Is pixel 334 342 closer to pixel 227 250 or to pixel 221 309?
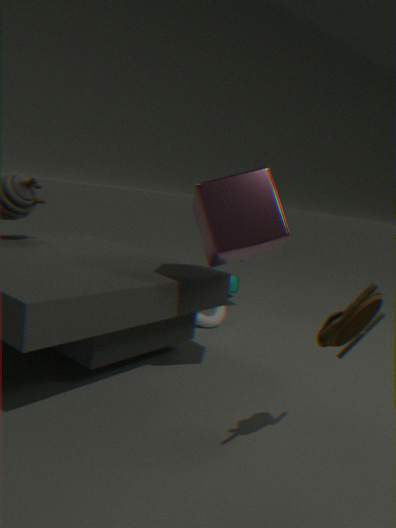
pixel 227 250
